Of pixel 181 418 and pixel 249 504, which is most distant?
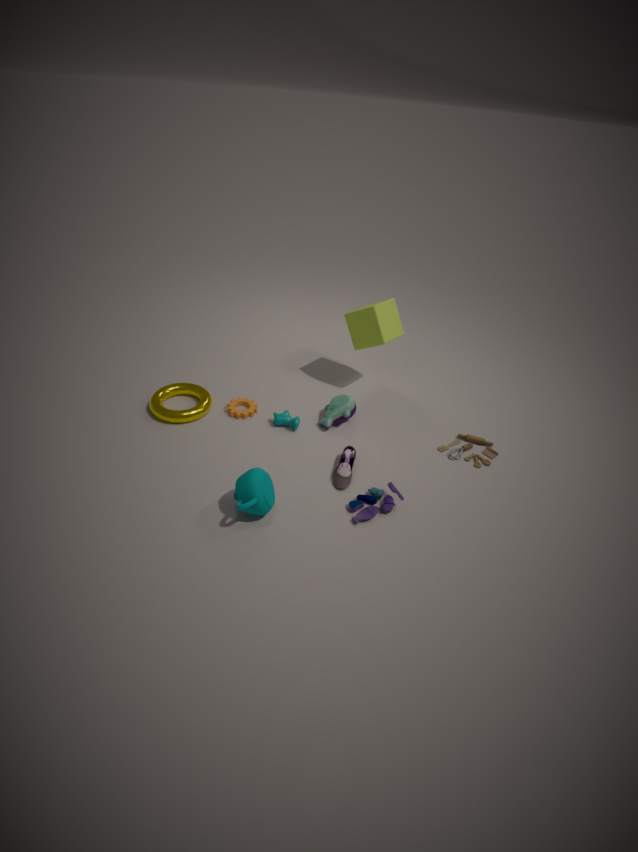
pixel 181 418
